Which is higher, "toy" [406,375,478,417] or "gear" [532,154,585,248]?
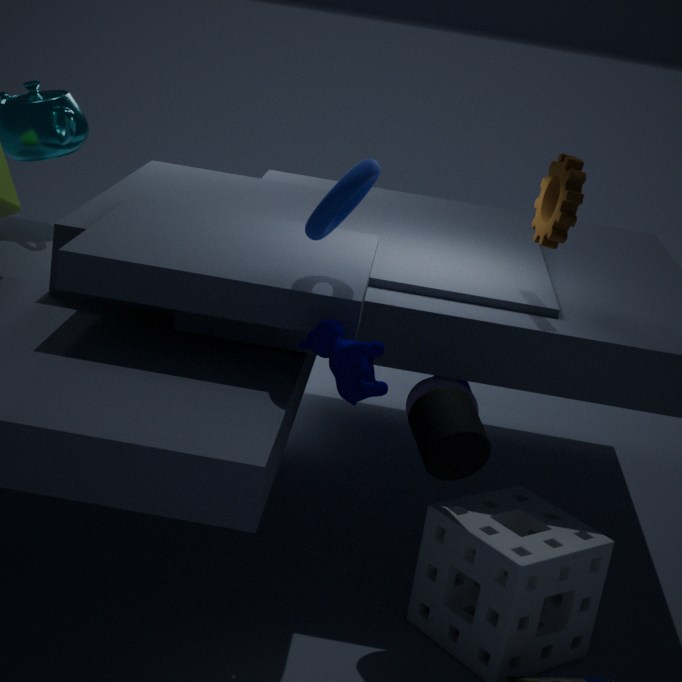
"gear" [532,154,585,248]
